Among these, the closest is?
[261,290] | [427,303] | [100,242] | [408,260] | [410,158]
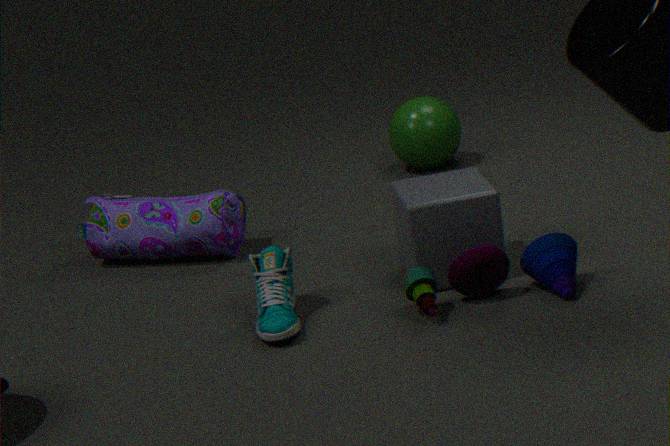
[427,303]
